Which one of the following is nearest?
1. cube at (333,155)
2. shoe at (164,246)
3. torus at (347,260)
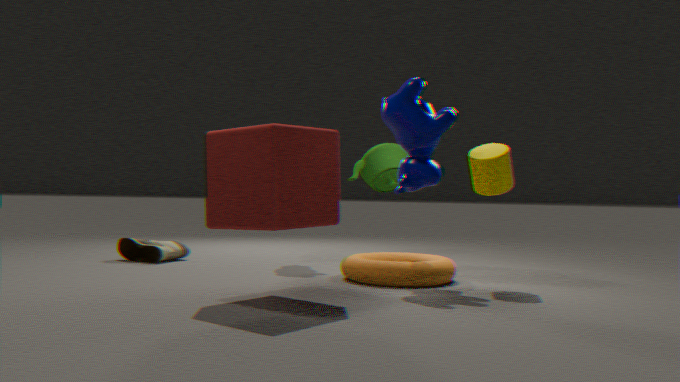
cube at (333,155)
